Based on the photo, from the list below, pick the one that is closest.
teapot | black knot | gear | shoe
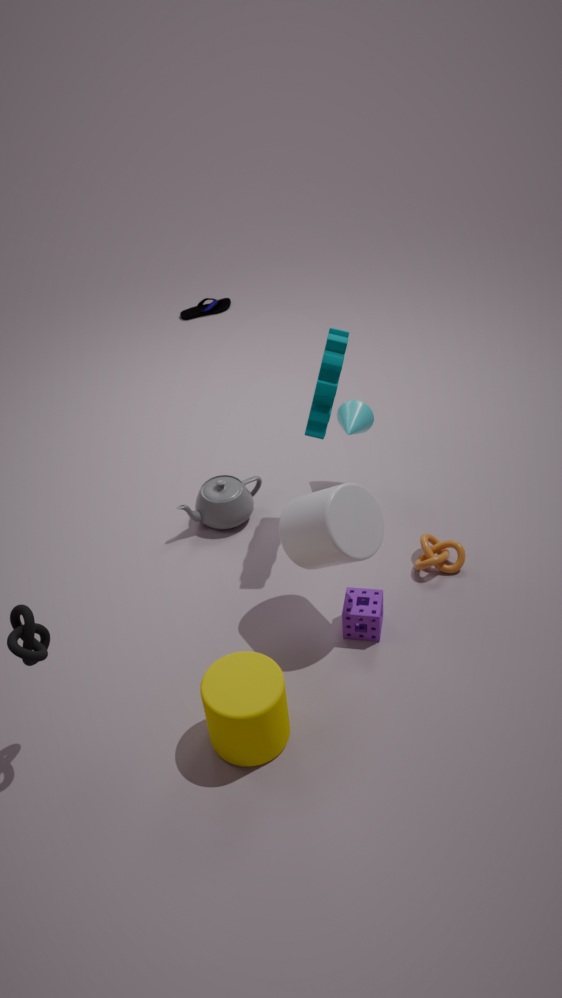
black knot
